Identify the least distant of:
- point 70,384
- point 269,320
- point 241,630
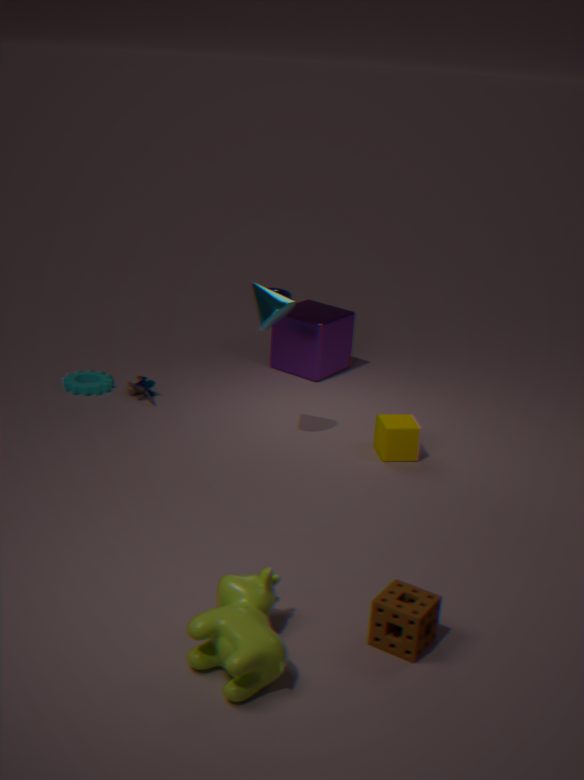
point 241,630
